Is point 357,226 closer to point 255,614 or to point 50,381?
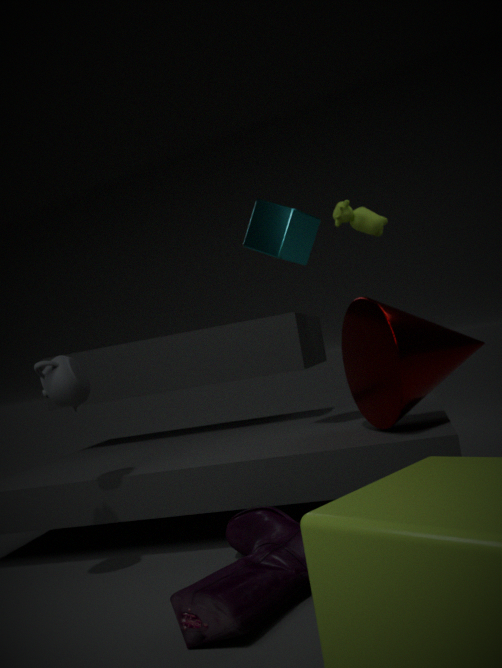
point 50,381
